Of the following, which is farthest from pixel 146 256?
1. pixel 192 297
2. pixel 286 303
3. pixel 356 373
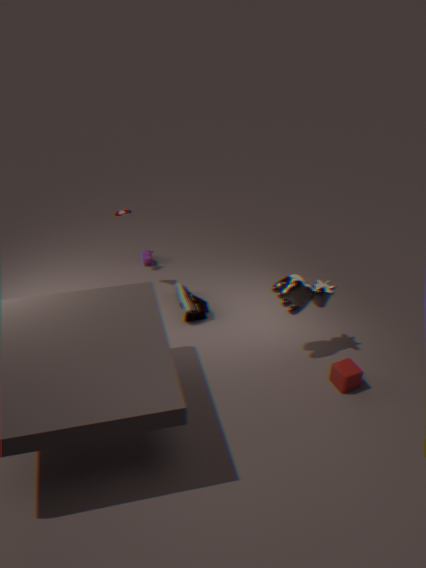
pixel 356 373
